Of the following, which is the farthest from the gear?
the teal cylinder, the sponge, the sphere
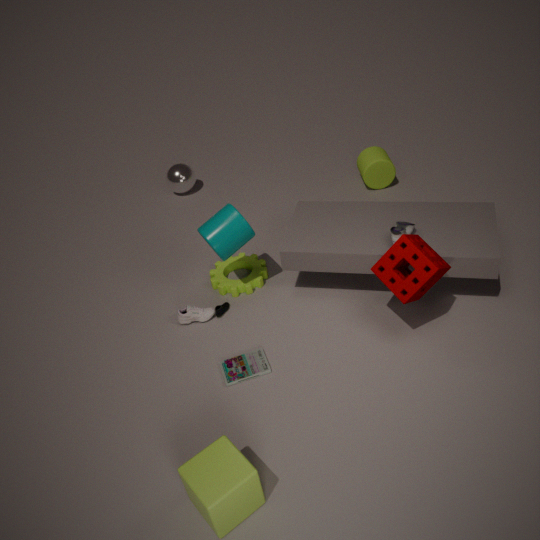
Answer: the sphere
